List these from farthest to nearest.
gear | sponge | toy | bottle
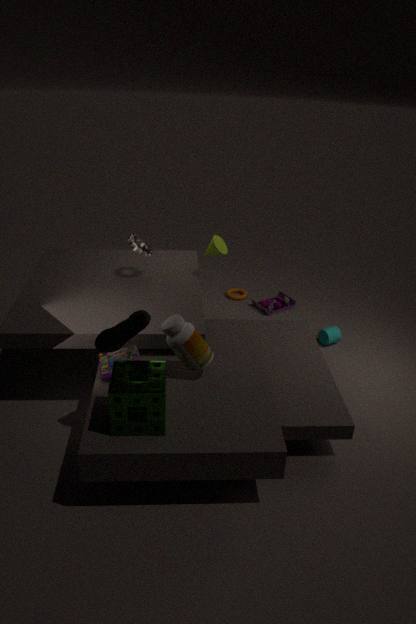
toy
gear
bottle
sponge
